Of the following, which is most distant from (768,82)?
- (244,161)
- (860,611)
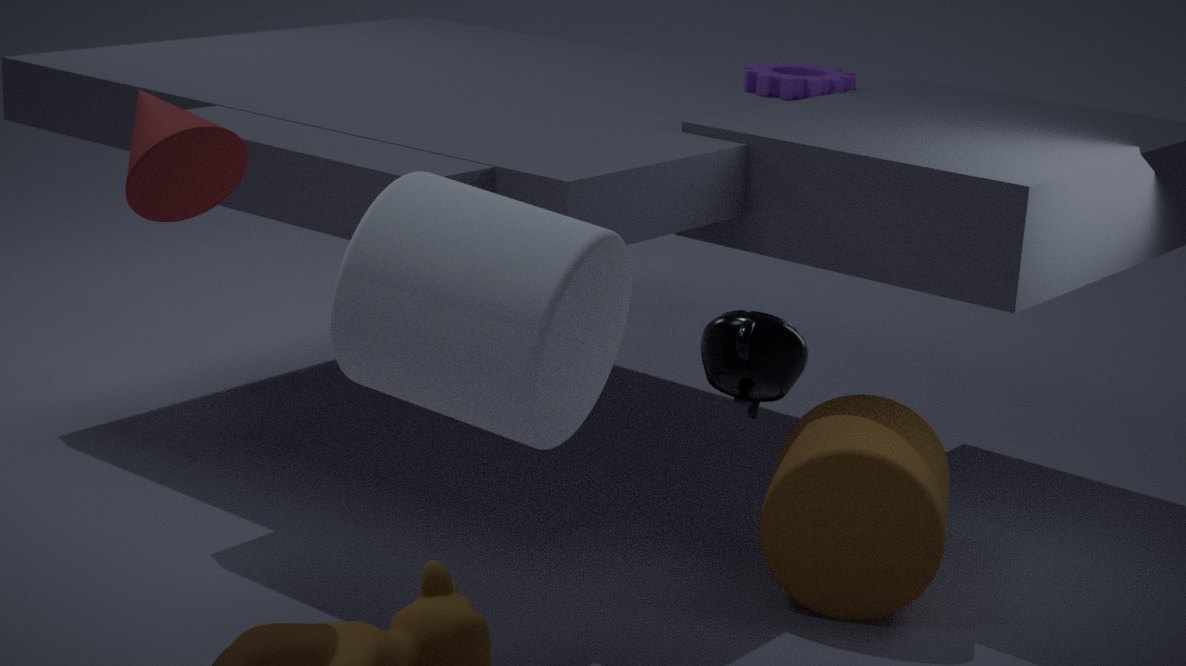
(244,161)
